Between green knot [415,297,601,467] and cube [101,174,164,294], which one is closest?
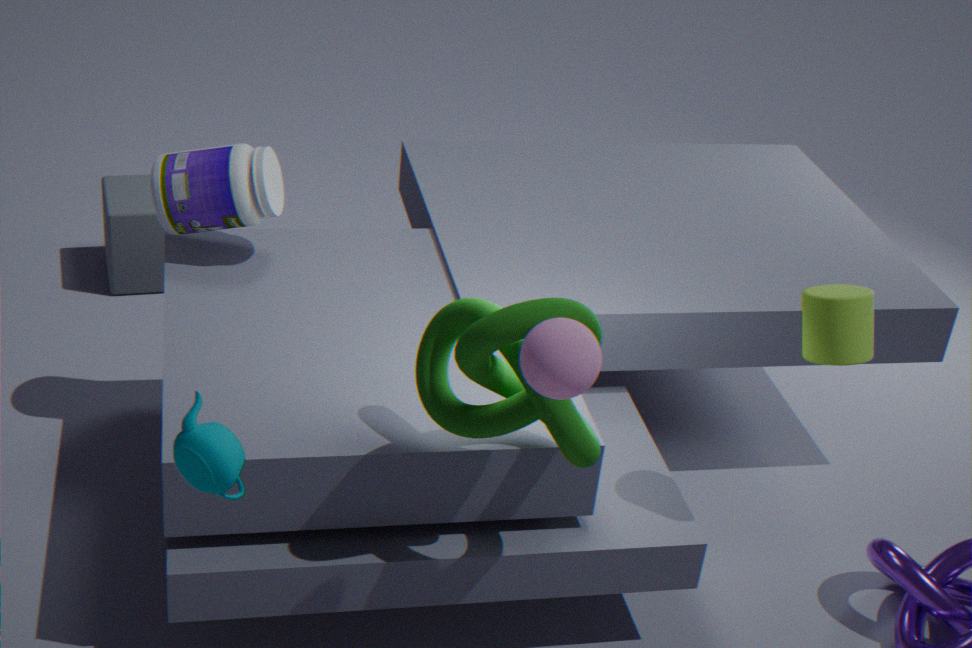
green knot [415,297,601,467]
